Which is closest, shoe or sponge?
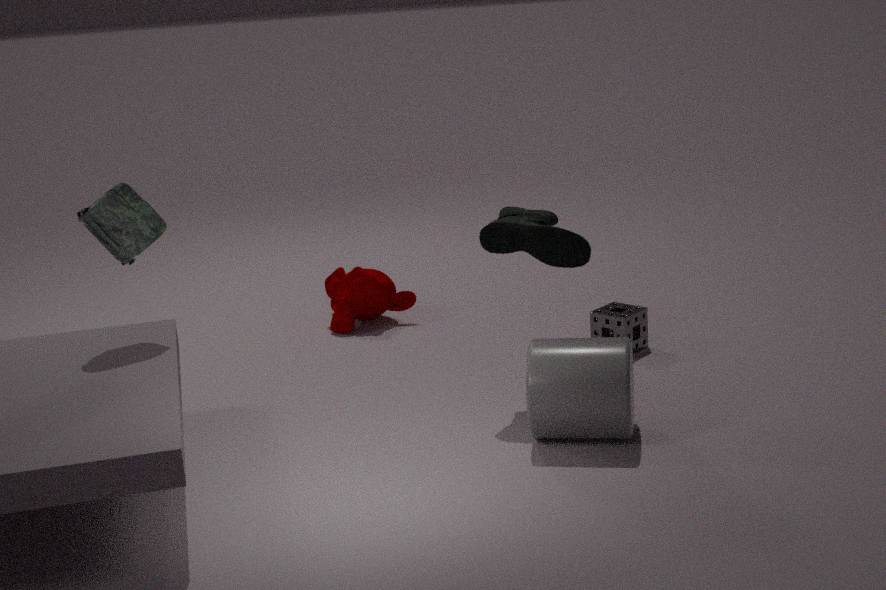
shoe
